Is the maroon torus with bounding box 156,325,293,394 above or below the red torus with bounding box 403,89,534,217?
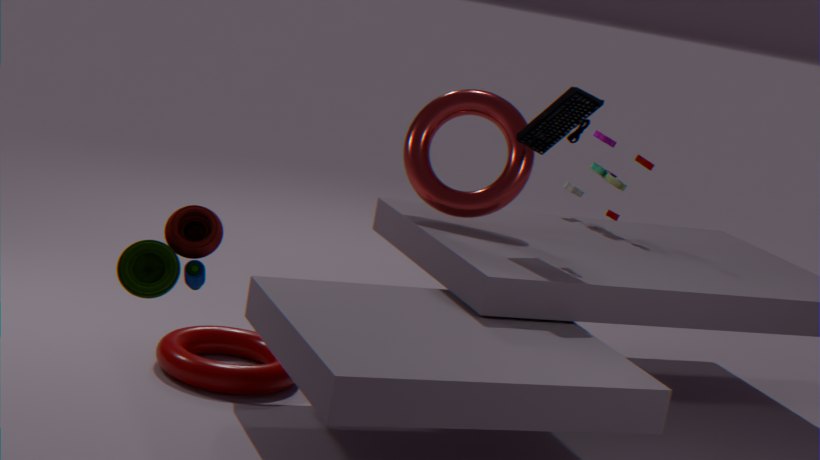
below
